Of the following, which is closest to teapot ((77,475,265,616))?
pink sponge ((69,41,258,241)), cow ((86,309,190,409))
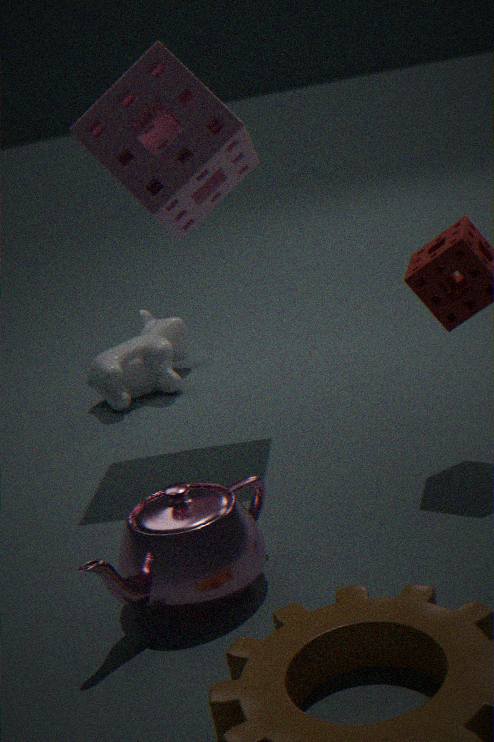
pink sponge ((69,41,258,241))
